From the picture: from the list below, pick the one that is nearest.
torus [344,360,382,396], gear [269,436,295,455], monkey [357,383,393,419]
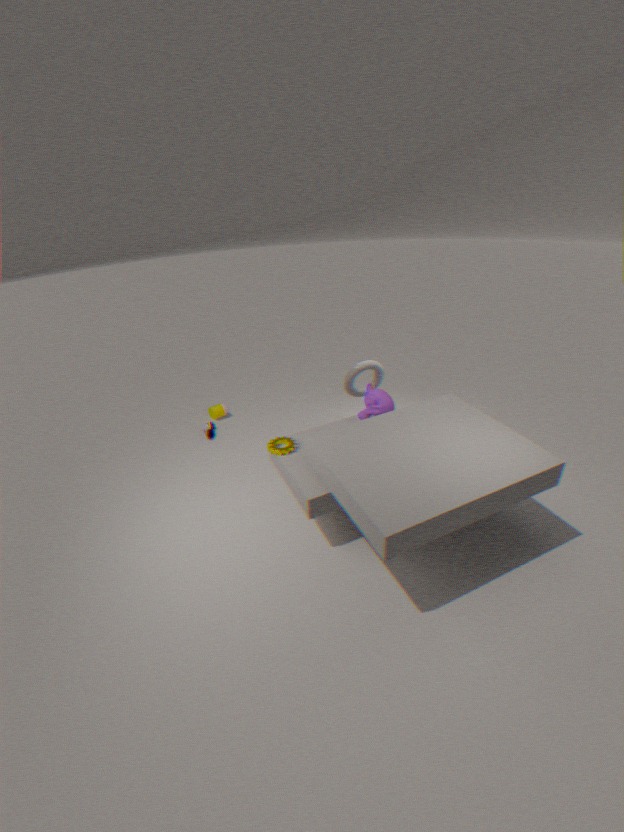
gear [269,436,295,455]
